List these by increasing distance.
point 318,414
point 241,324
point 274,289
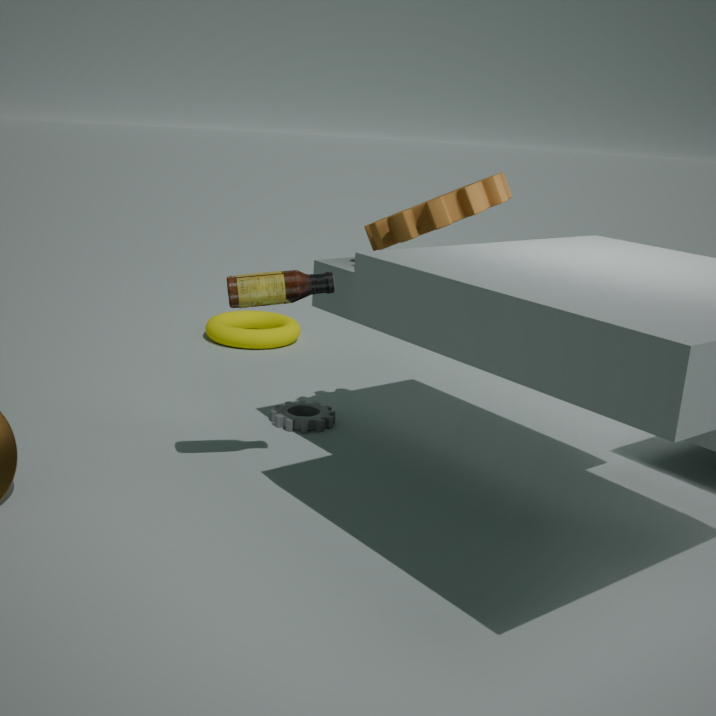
1. point 274,289
2. point 318,414
3. point 241,324
